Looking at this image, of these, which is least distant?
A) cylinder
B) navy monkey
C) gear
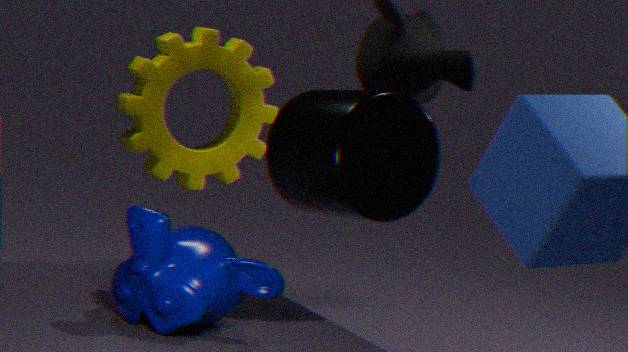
navy monkey
